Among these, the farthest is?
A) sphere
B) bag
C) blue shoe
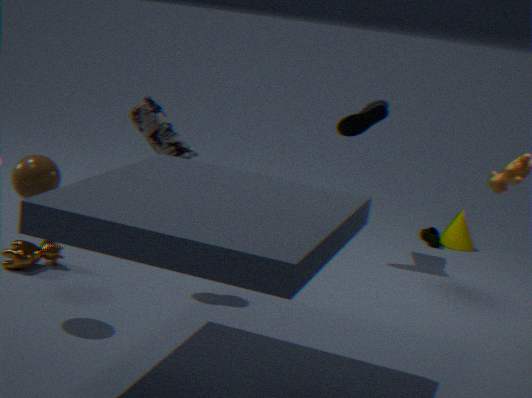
blue shoe
